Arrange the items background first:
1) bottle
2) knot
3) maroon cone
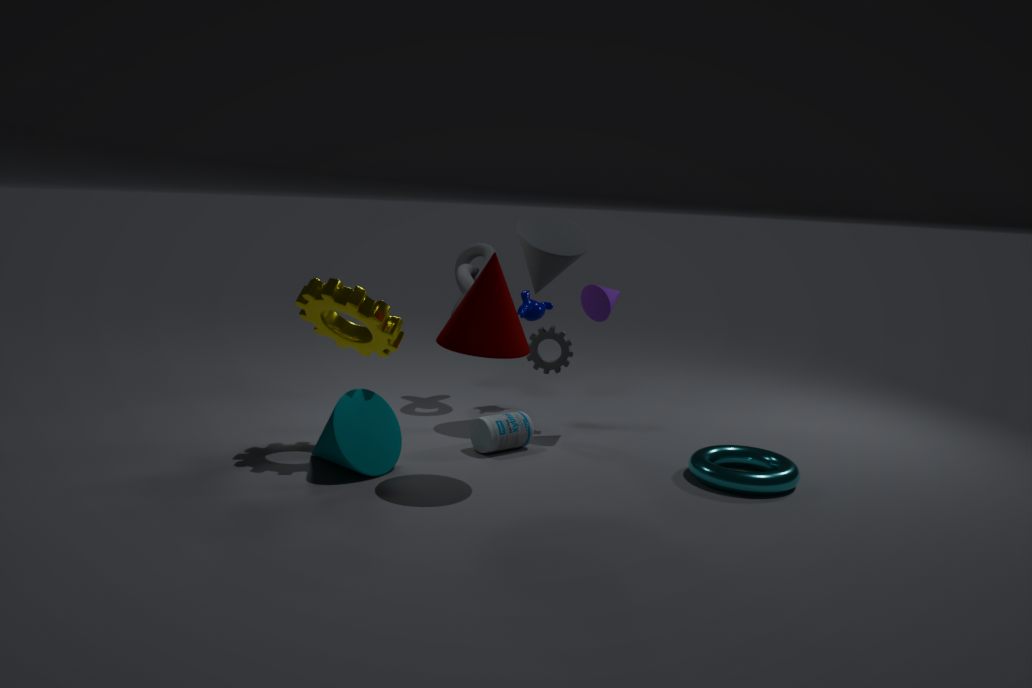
2. knot → 1. bottle → 3. maroon cone
